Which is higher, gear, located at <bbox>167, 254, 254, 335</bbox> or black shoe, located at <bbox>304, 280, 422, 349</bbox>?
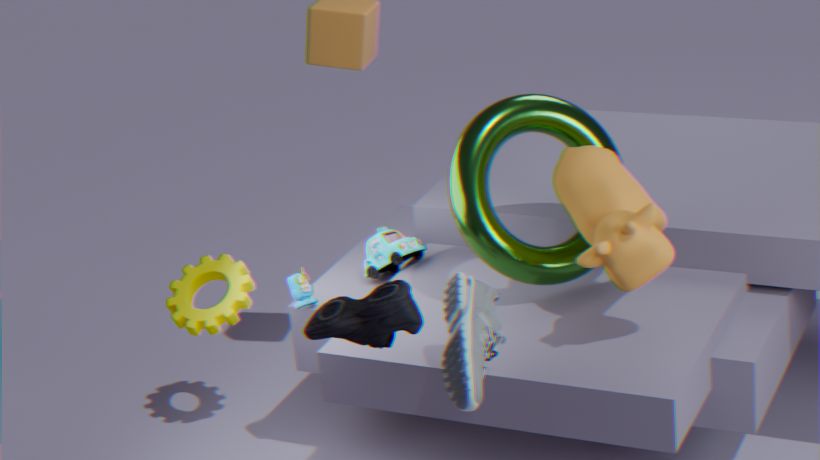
black shoe, located at <bbox>304, 280, 422, 349</bbox>
